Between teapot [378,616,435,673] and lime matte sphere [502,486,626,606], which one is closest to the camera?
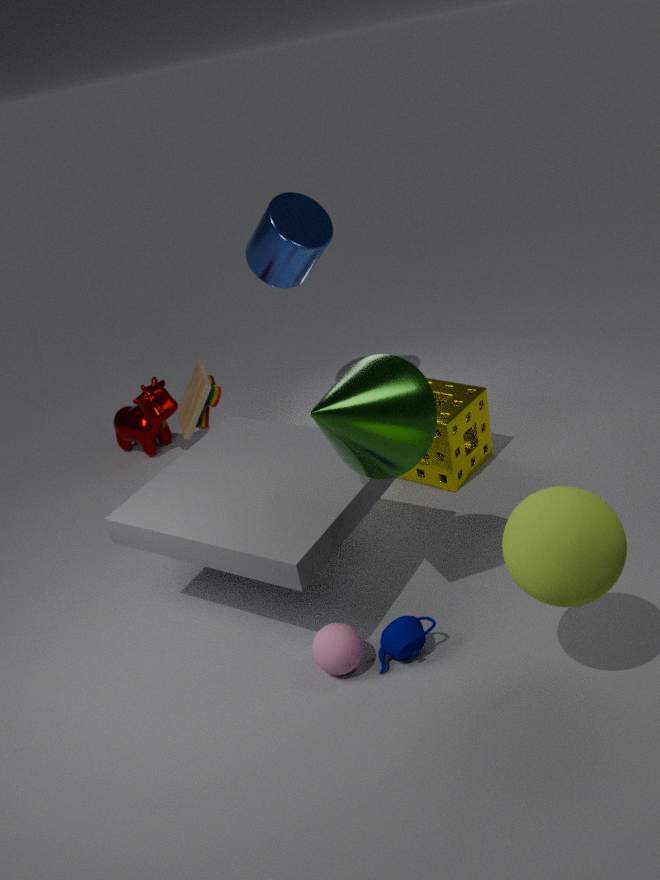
lime matte sphere [502,486,626,606]
